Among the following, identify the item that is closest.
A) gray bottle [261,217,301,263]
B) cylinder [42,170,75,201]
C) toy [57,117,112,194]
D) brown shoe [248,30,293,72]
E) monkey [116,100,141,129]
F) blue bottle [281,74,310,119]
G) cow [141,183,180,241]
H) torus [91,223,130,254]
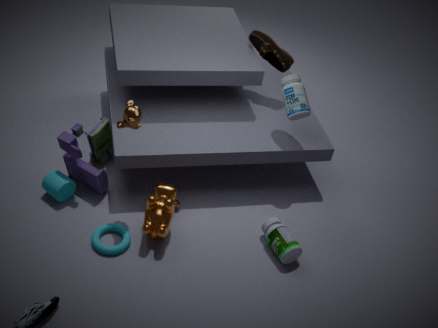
monkey [116,100,141,129]
